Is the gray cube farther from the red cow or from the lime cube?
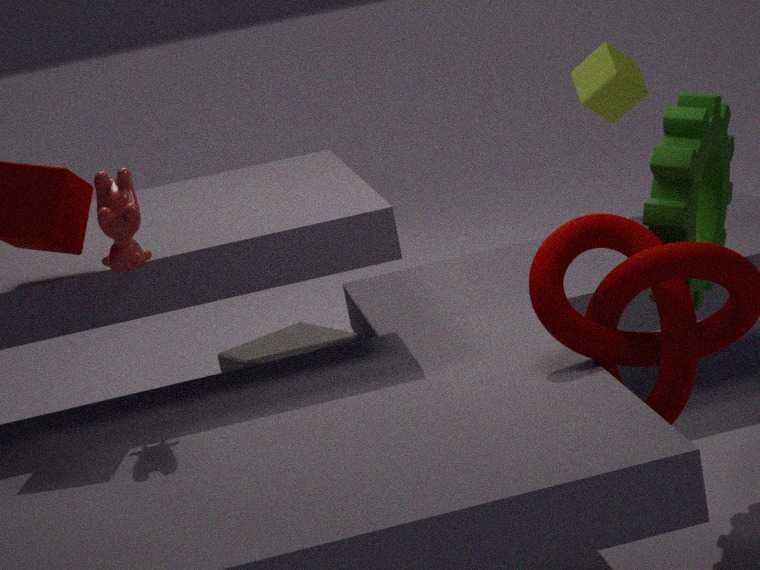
the lime cube
